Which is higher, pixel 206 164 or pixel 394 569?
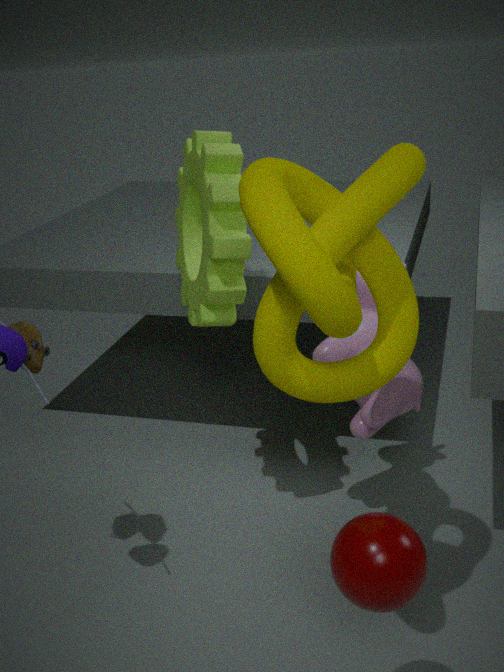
pixel 206 164
